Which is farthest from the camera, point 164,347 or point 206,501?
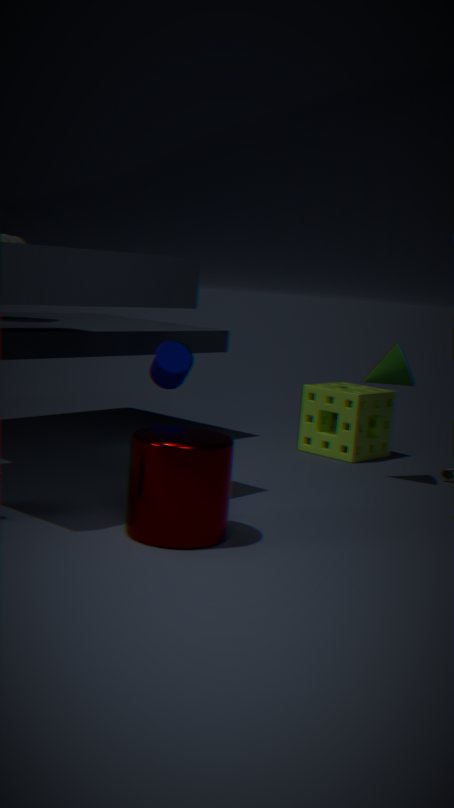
point 164,347
